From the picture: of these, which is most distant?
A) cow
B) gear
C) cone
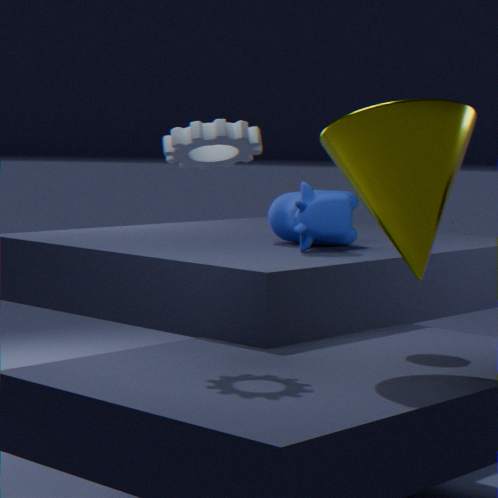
cow
